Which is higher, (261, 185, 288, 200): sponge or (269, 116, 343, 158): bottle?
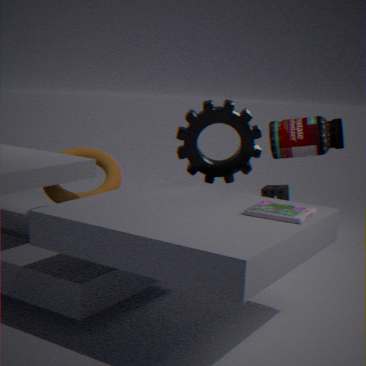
(269, 116, 343, 158): bottle
